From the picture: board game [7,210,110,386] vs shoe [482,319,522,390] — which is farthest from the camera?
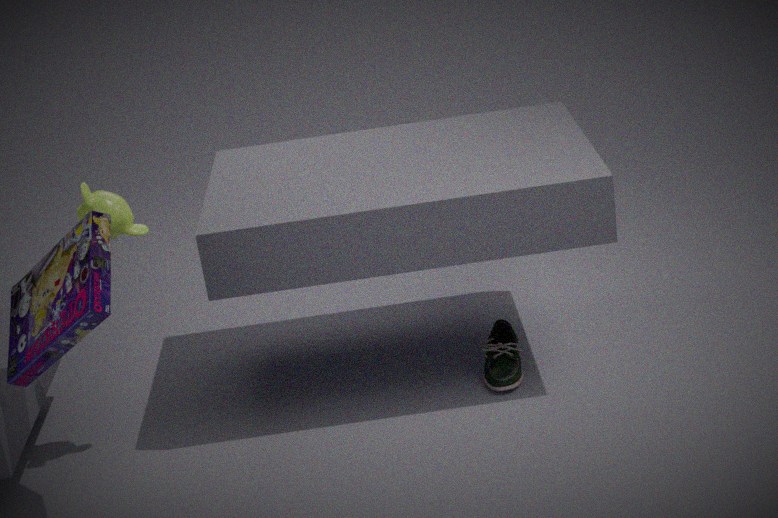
shoe [482,319,522,390]
